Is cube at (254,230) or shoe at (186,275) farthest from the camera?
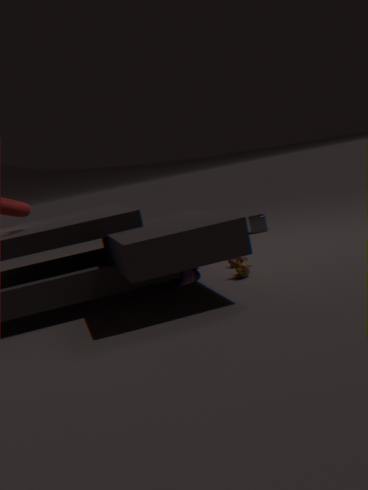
cube at (254,230)
